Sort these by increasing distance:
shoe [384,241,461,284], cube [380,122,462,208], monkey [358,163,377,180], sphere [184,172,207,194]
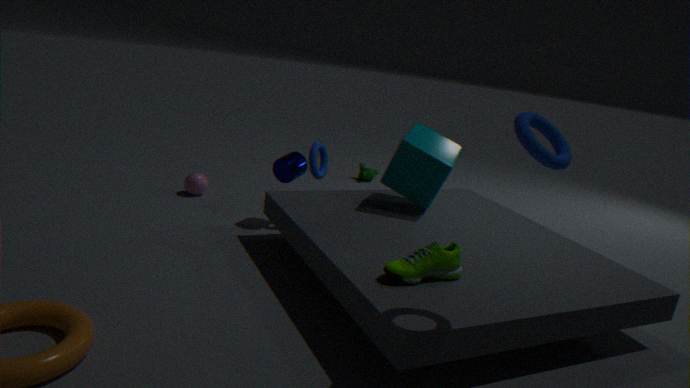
shoe [384,241,461,284]
cube [380,122,462,208]
sphere [184,172,207,194]
monkey [358,163,377,180]
